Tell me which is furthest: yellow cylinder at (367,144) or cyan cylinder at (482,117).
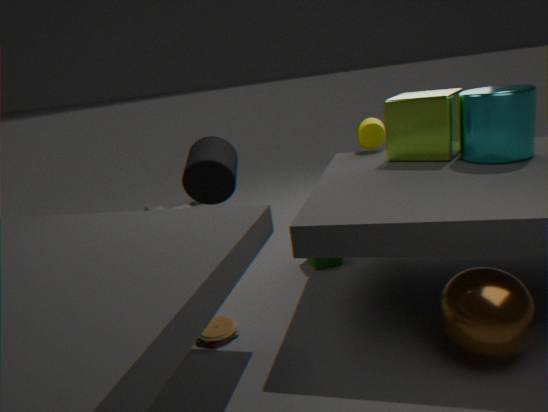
yellow cylinder at (367,144)
